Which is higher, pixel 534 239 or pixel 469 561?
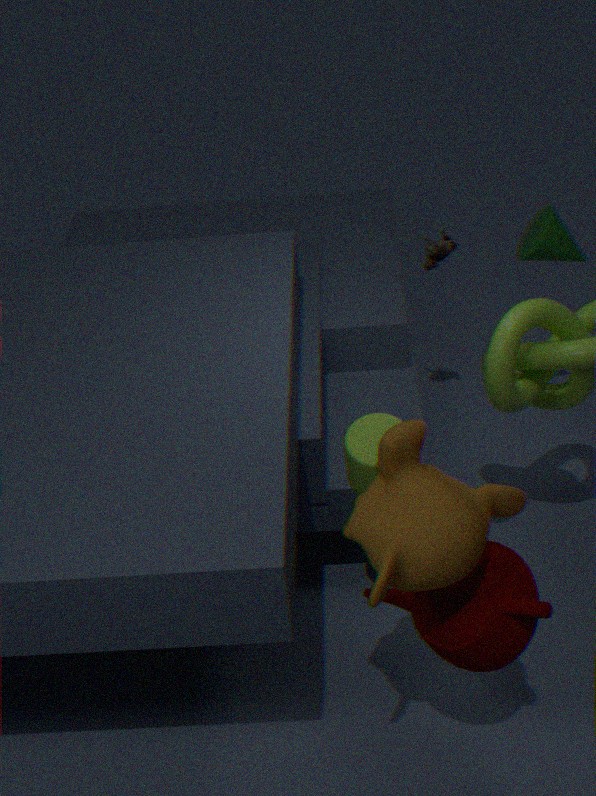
pixel 469 561
